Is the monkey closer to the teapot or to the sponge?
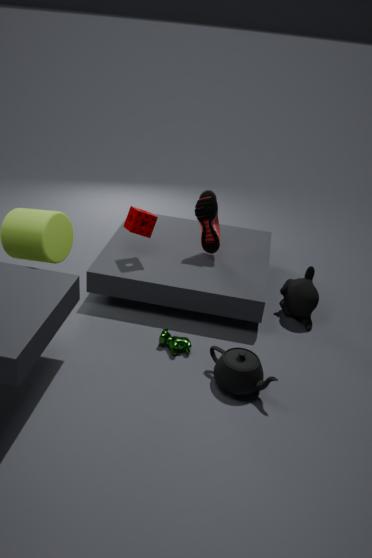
the teapot
